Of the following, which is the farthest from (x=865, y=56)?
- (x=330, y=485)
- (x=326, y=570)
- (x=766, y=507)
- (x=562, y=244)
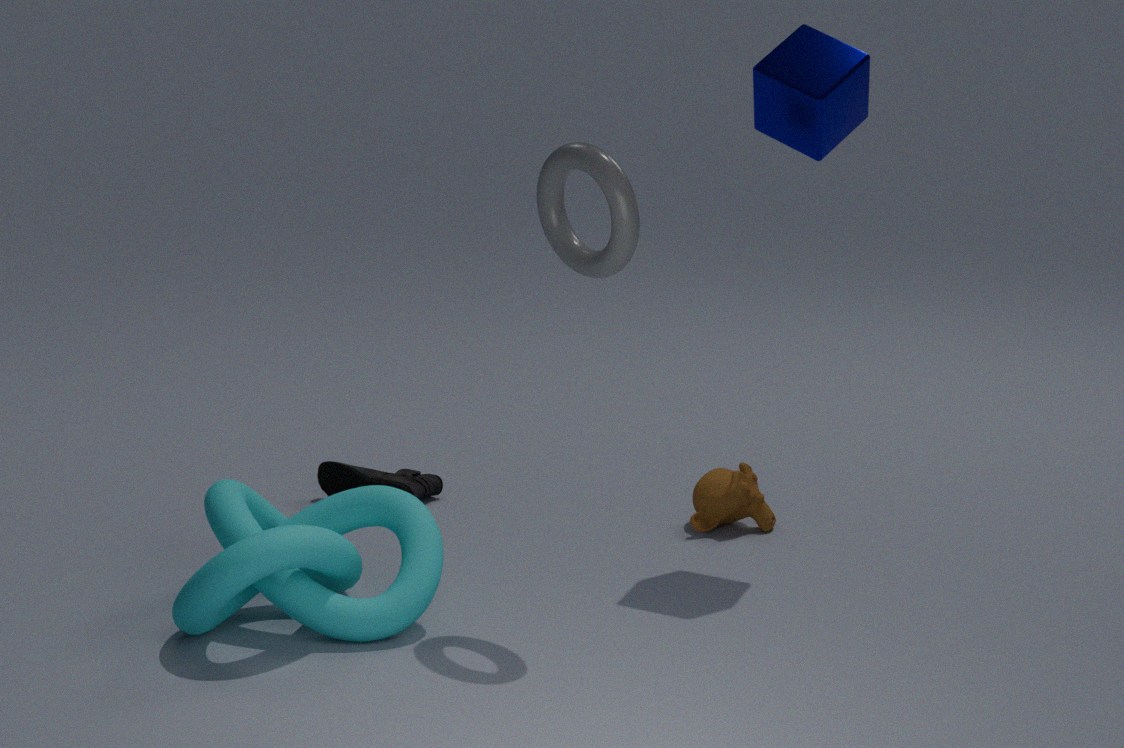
(x=326, y=570)
